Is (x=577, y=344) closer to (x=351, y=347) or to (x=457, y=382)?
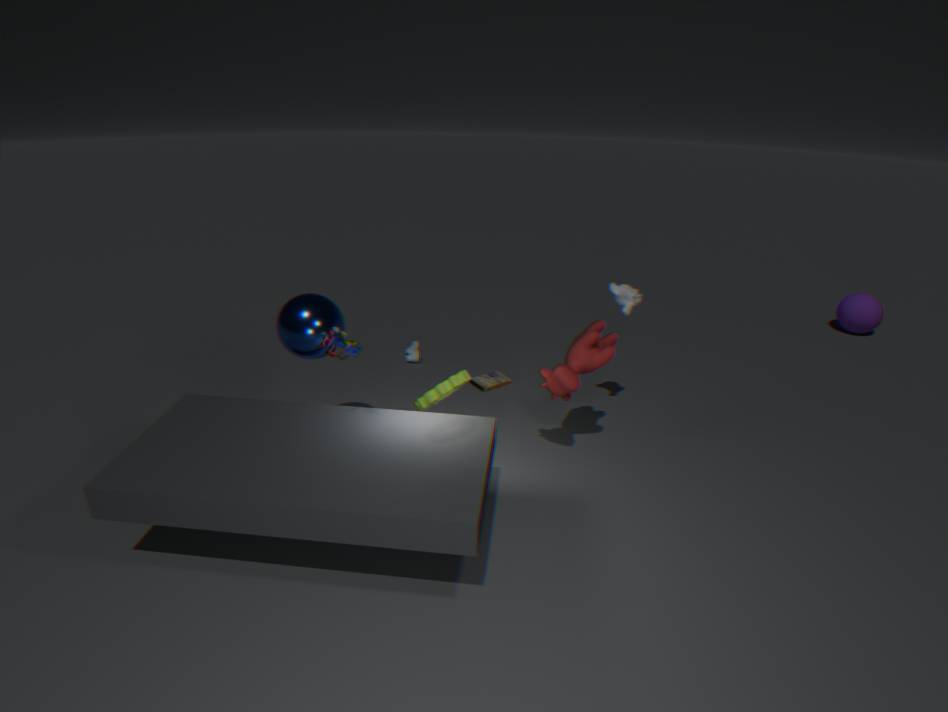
(x=457, y=382)
